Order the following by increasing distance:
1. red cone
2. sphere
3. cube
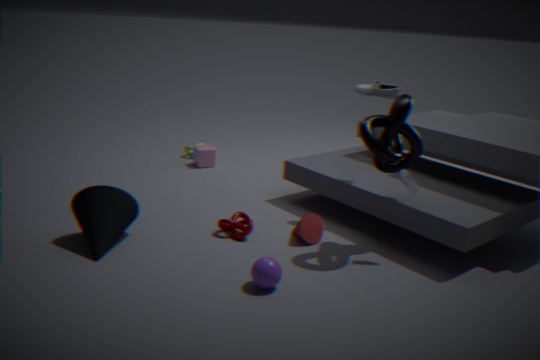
sphere → red cone → cube
